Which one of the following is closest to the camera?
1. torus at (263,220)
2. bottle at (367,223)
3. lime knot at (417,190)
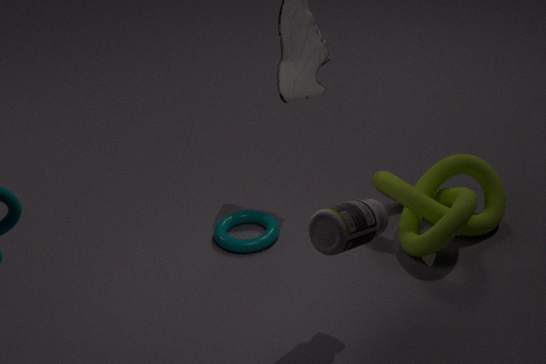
bottle at (367,223)
